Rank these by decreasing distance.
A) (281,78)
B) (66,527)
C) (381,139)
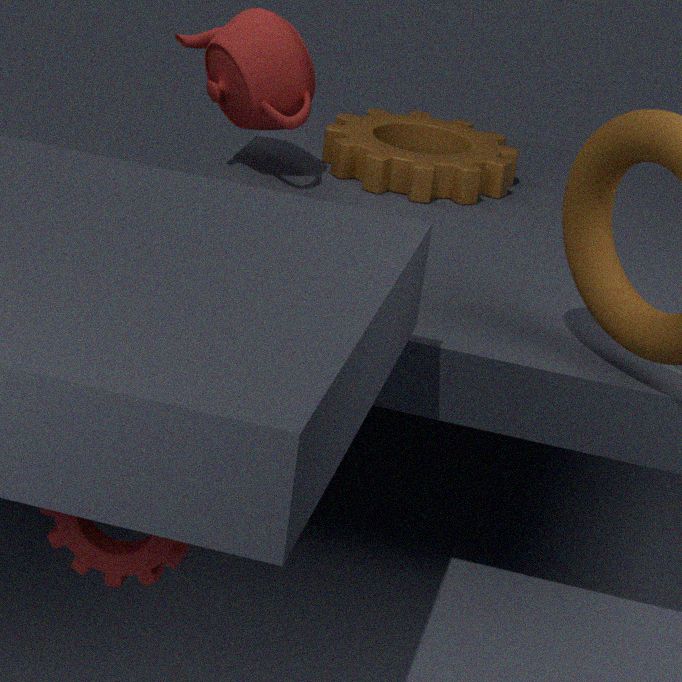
(381,139) → (281,78) → (66,527)
